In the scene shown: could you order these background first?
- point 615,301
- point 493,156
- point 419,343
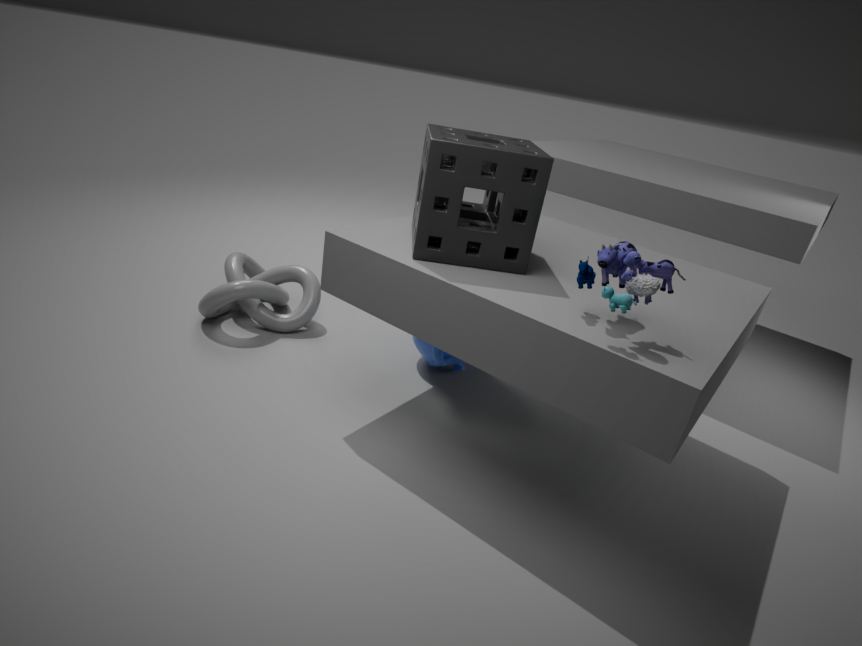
point 419,343 → point 493,156 → point 615,301
